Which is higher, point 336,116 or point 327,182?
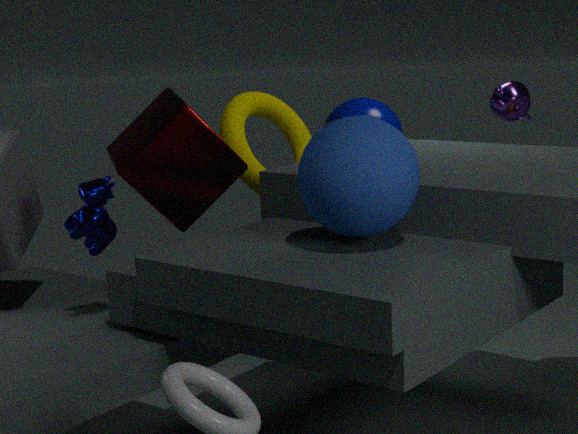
point 327,182
